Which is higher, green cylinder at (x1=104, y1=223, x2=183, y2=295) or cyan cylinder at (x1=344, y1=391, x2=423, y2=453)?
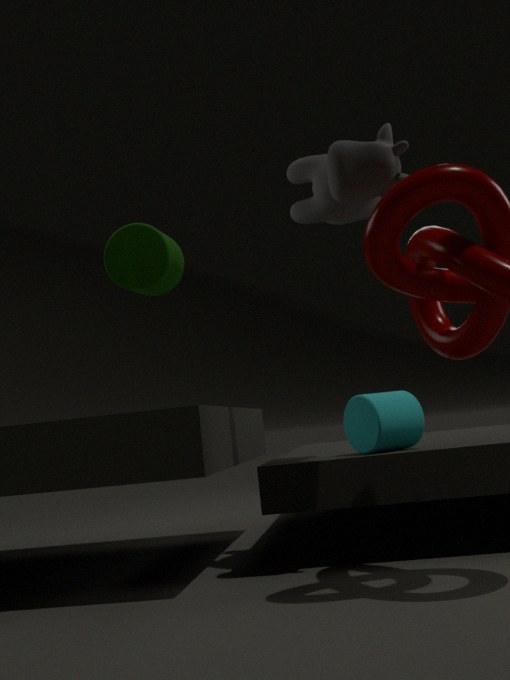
green cylinder at (x1=104, y1=223, x2=183, y2=295)
